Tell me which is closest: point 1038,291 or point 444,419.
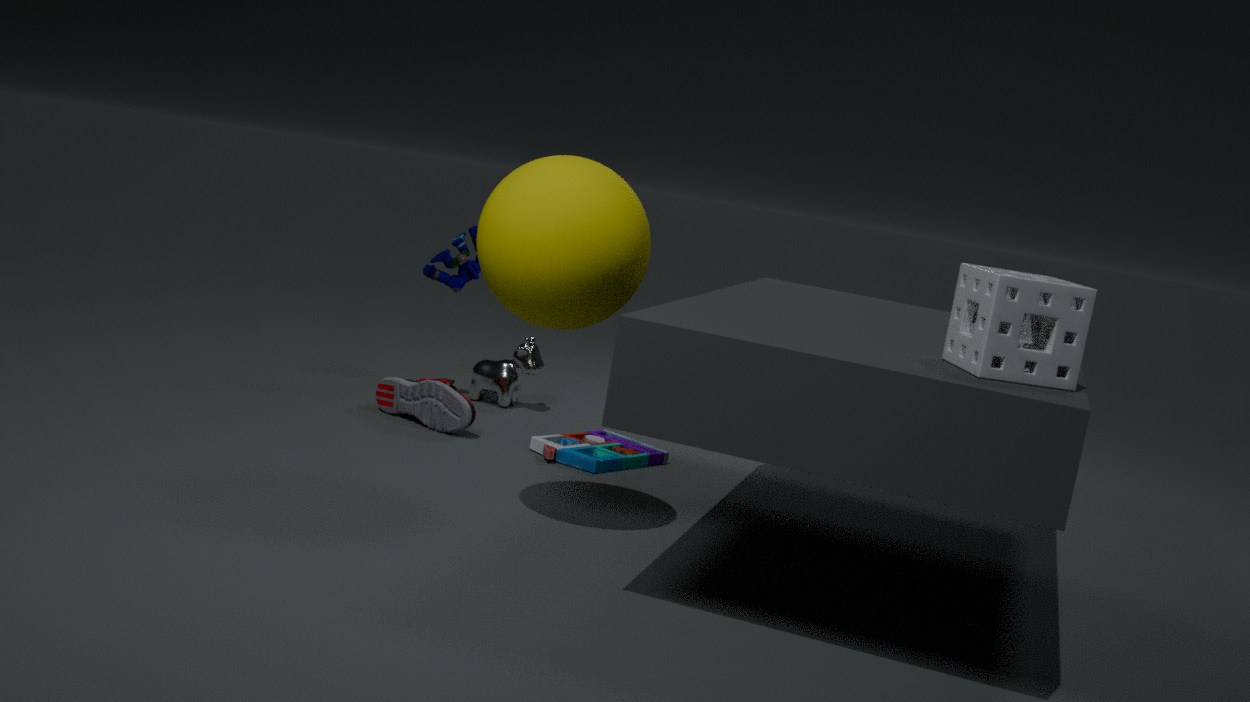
point 1038,291
